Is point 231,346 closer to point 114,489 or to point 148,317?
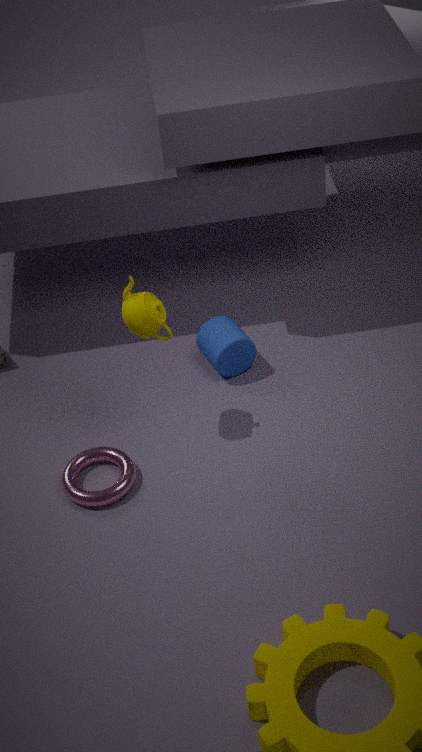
point 148,317
